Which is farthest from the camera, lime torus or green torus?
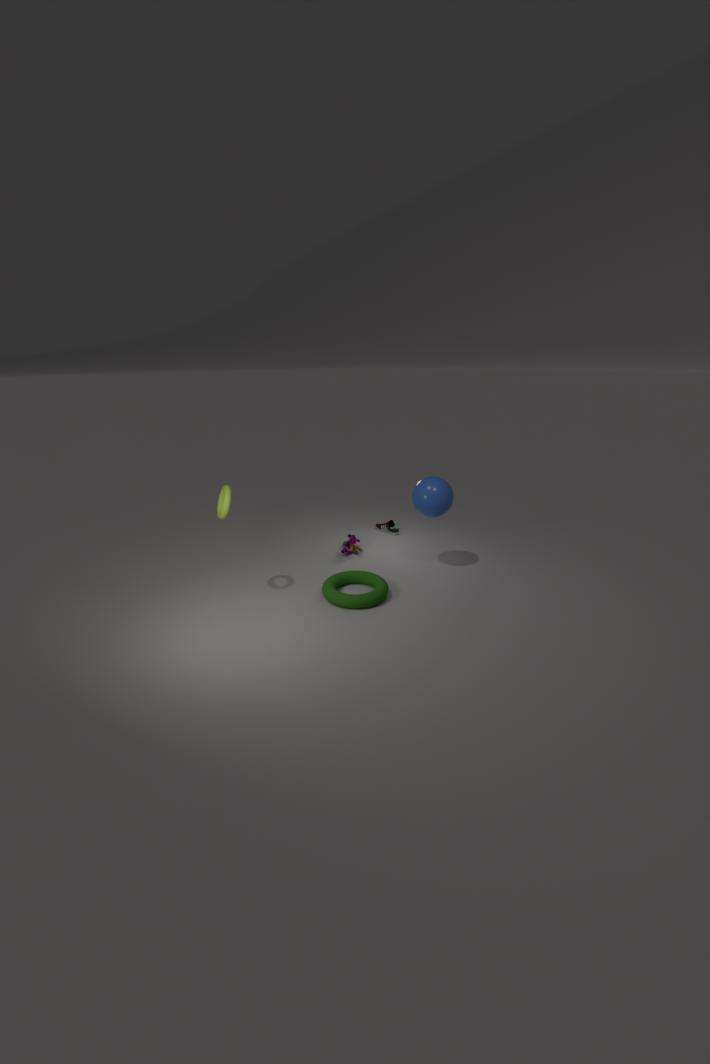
green torus
